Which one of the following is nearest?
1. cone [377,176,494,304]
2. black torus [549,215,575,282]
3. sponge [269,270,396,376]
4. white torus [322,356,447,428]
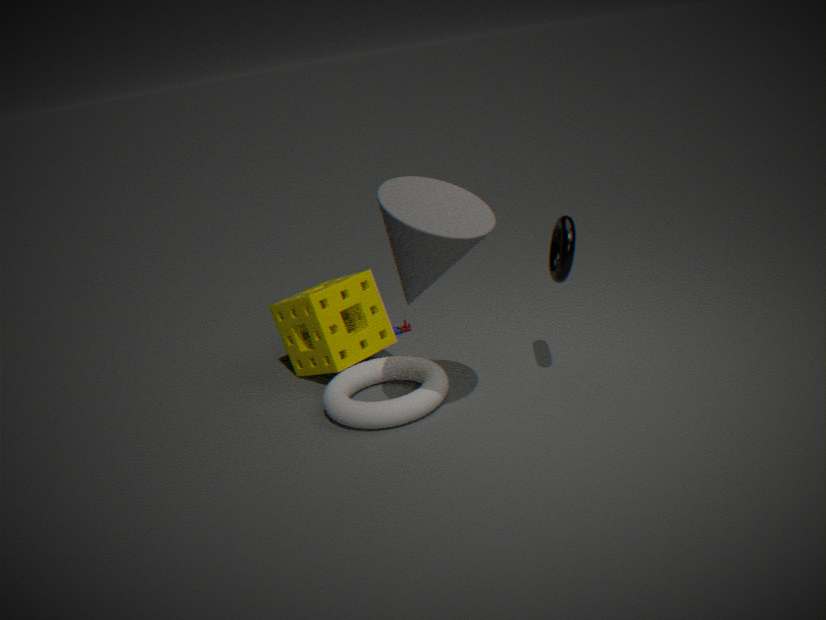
cone [377,176,494,304]
